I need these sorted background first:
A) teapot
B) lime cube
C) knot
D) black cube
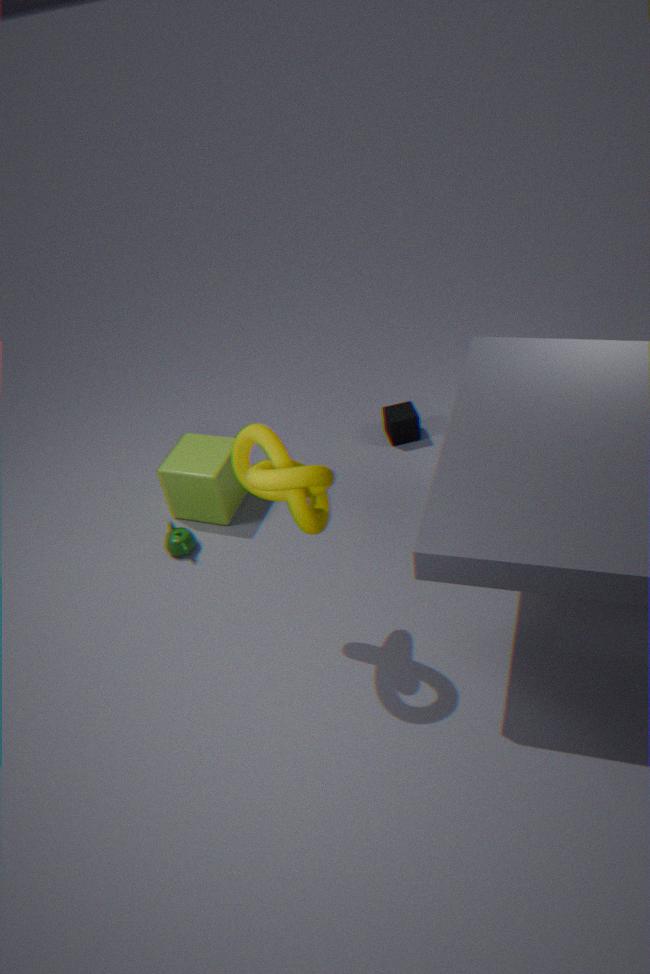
D. black cube → B. lime cube → A. teapot → C. knot
